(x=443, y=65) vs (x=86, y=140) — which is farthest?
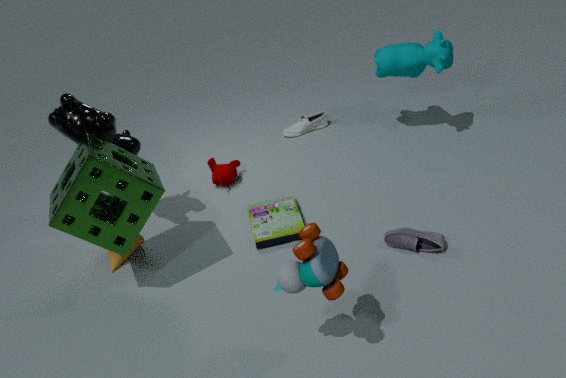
(x=443, y=65)
